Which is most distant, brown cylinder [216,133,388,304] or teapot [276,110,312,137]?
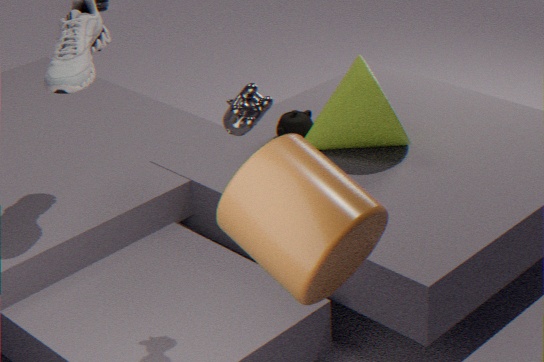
teapot [276,110,312,137]
